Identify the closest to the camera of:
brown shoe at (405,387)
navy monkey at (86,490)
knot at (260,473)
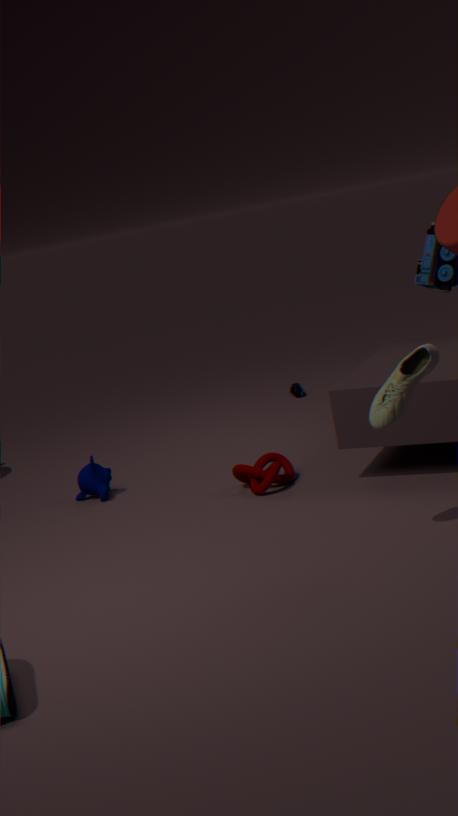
brown shoe at (405,387)
